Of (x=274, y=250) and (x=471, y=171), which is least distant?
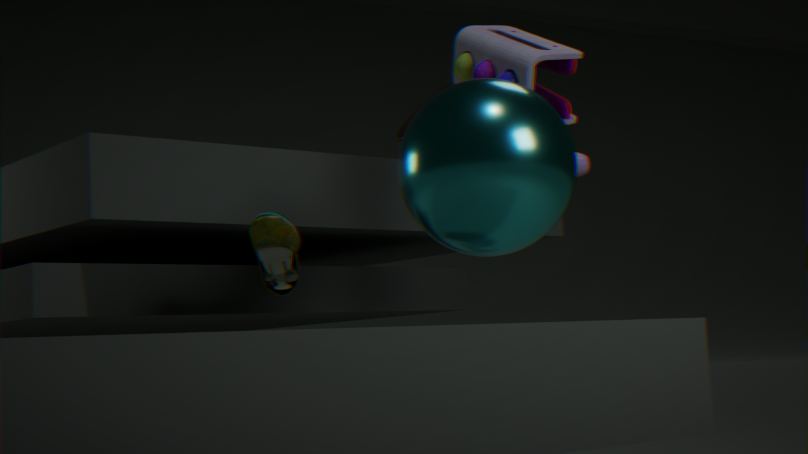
(x=471, y=171)
